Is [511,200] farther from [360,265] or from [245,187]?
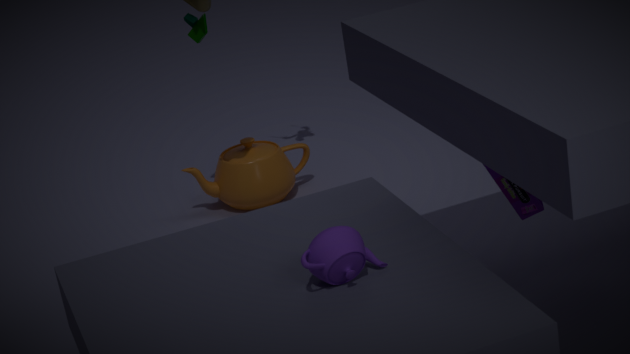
[245,187]
